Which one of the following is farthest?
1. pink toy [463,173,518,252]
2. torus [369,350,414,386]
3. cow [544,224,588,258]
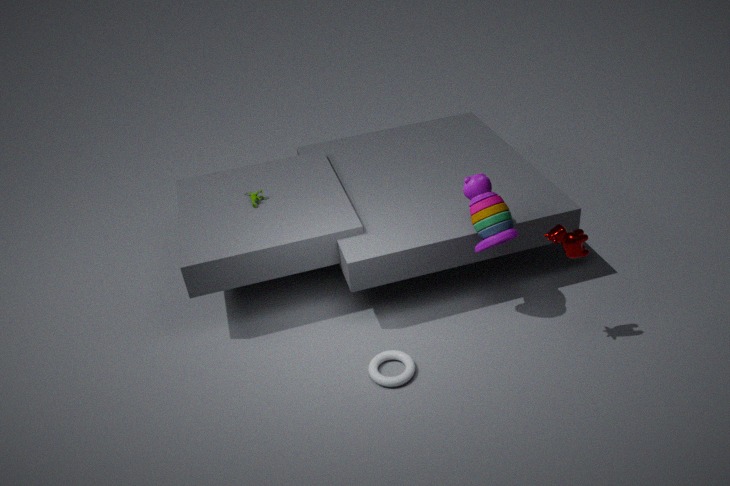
pink toy [463,173,518,252]
